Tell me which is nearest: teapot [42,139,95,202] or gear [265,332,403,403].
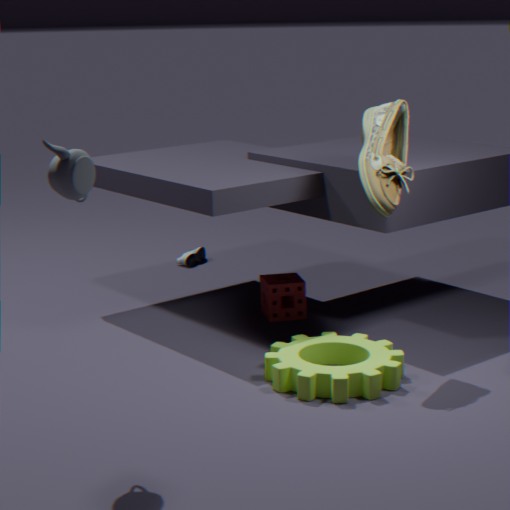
teapot [42,139,95,202]
